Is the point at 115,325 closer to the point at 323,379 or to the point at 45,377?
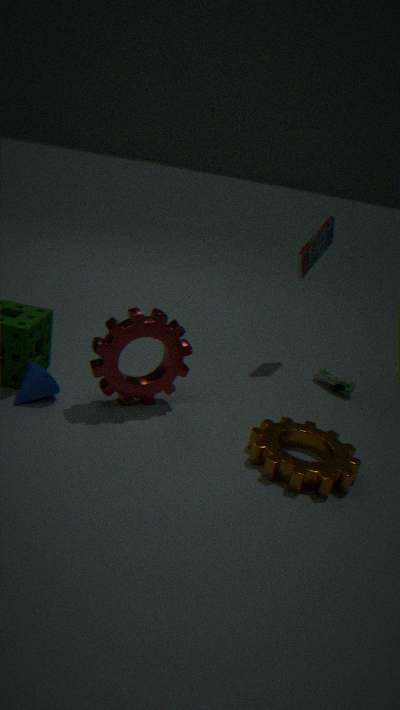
the point at 45,377
